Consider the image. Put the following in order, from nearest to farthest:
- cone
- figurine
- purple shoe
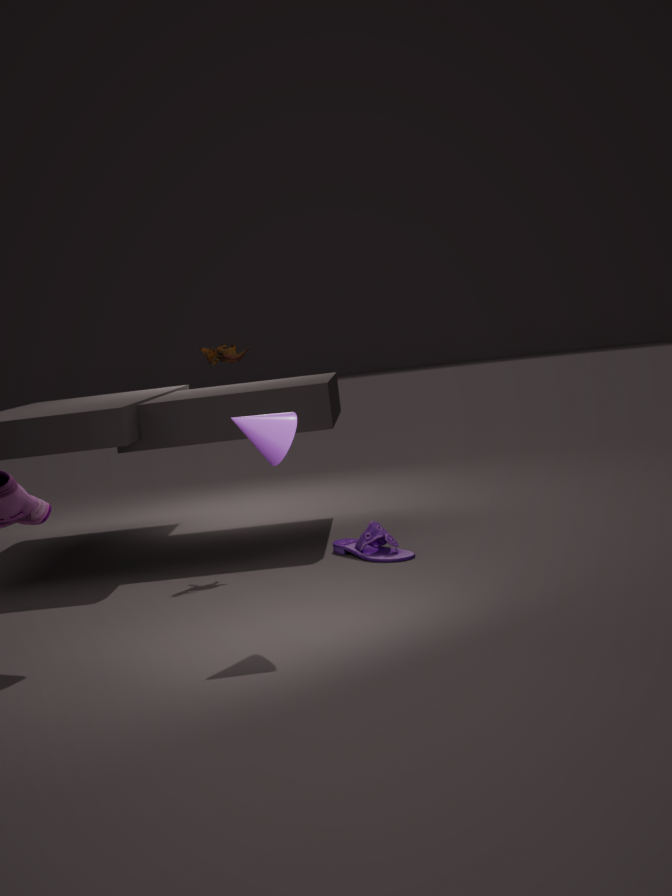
cone
purple shoe
figurine
